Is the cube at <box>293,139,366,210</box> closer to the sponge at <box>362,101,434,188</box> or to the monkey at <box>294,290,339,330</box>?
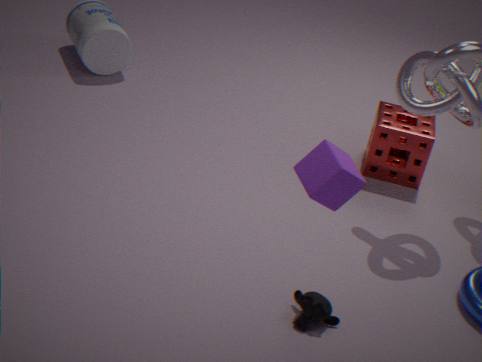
the monkey at <box>294,290,339,330</box>
